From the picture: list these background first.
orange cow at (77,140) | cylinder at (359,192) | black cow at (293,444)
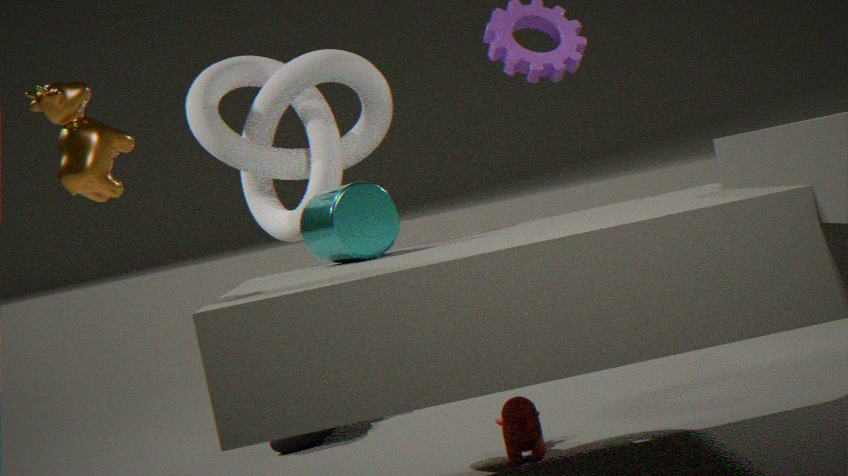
black cow at (293,444)
cylinder at (359,192)
orange cow at (77,140)
